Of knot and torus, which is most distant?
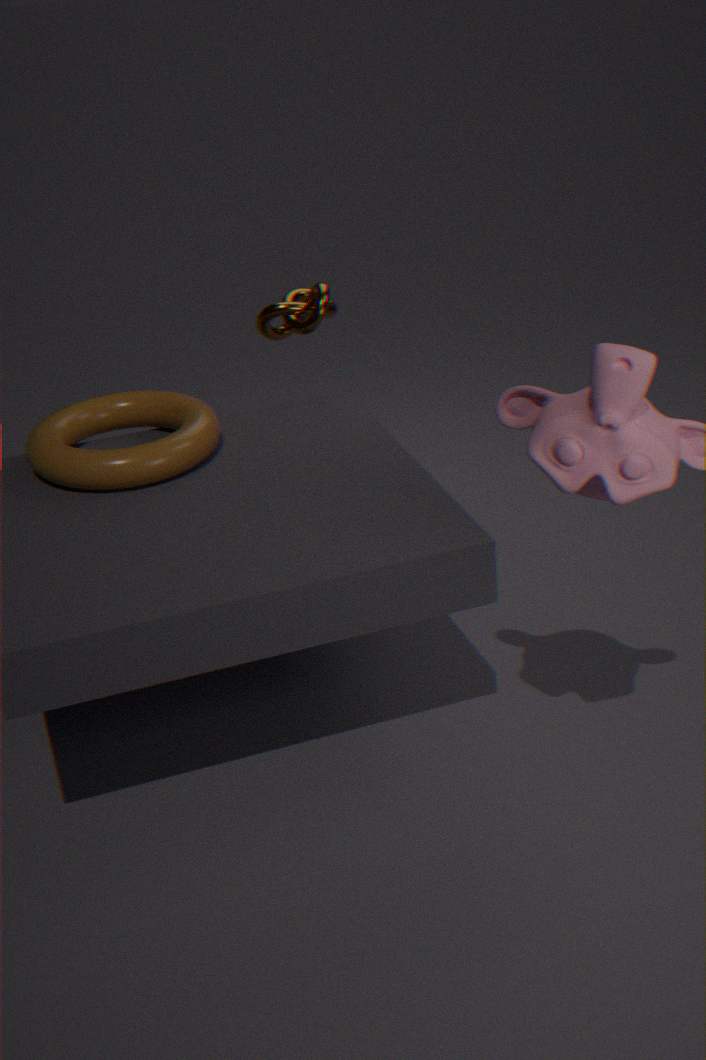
knot
